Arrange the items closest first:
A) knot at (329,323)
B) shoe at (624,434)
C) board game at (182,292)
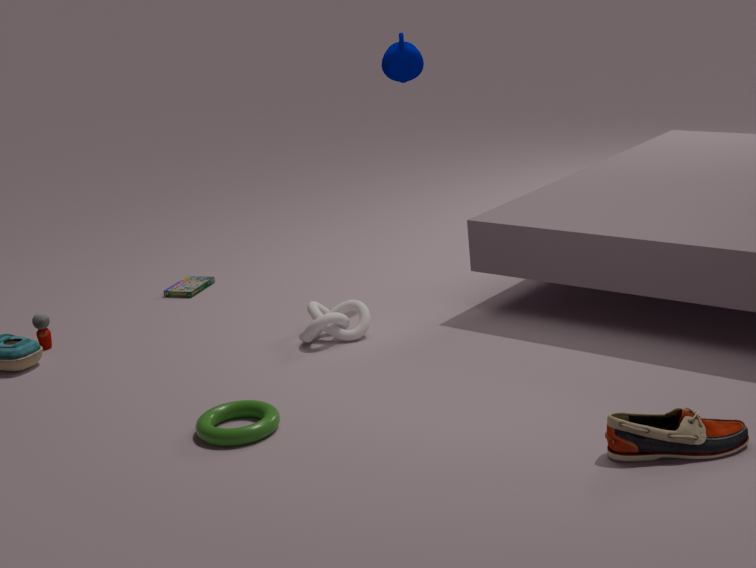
shoe at (624,434), knot at (329,323), board game at (182,292)
